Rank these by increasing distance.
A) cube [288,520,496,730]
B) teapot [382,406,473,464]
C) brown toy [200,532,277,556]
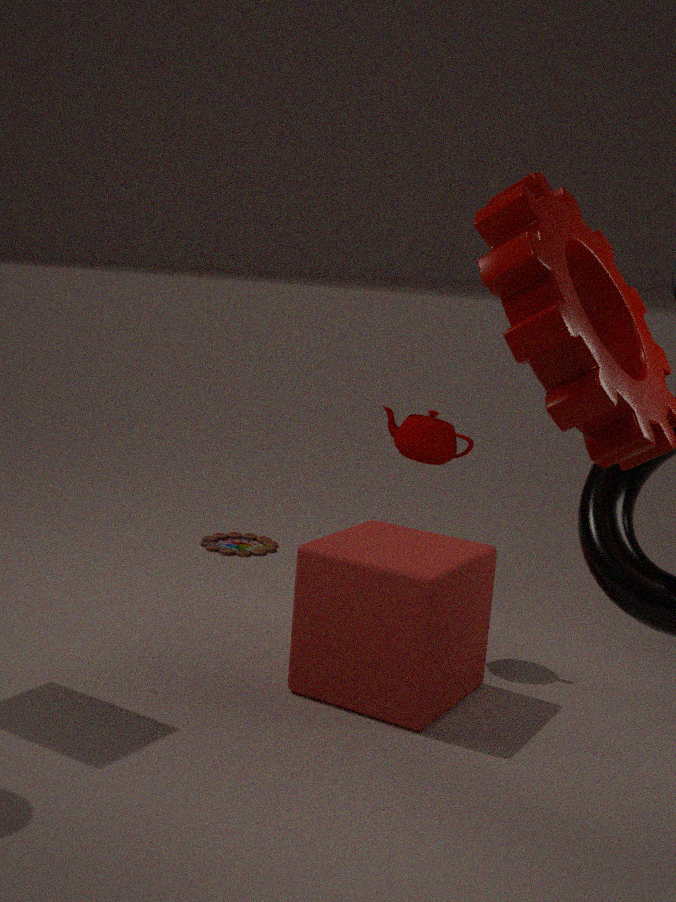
cube [288,520,496,730] < teapot [382,406,473,464] < brown toy [200,532,277,556]
